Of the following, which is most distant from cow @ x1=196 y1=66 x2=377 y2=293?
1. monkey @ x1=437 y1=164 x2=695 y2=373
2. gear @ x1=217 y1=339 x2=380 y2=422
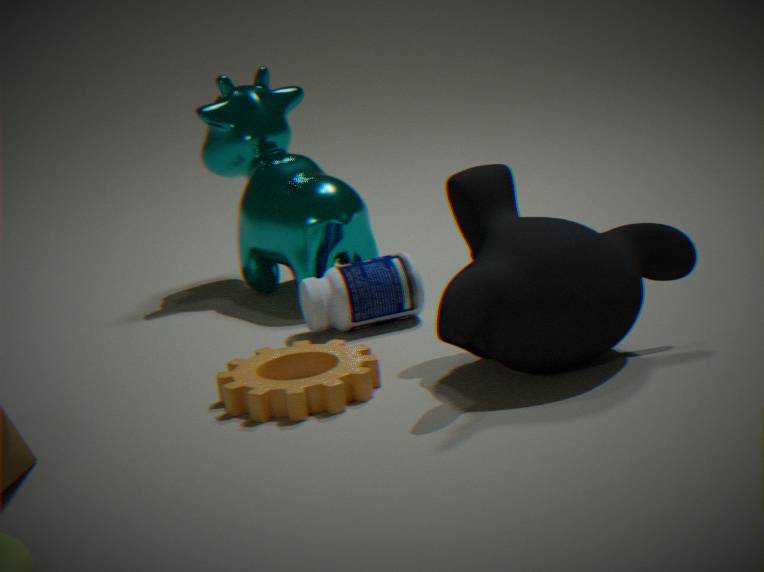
monkey @ x1=437 y1=164 x2=695 y2=373
